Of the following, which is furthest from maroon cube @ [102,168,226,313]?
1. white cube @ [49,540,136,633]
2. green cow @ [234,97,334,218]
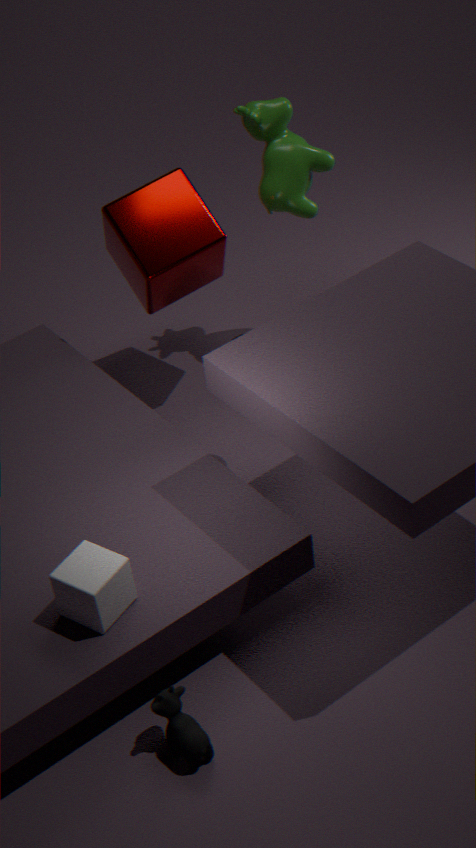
white cube @ [49,540,136,633]
